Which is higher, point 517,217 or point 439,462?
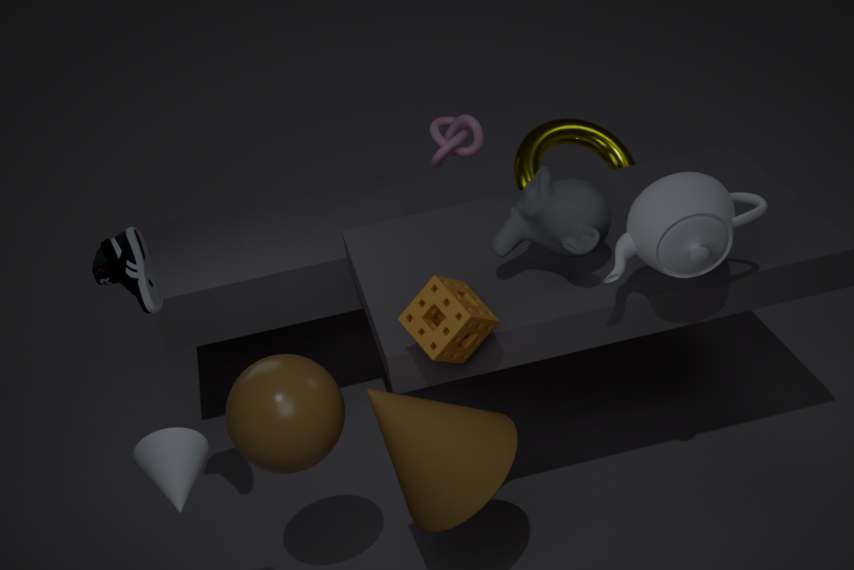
point 517,217
